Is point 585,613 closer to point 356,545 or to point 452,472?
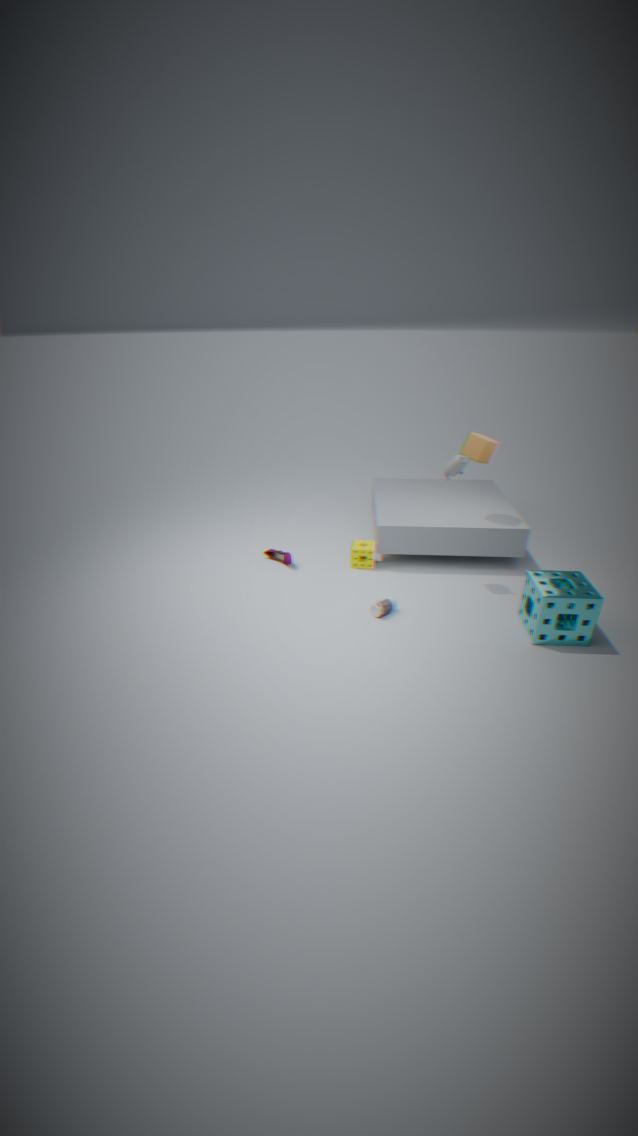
point 452,472
